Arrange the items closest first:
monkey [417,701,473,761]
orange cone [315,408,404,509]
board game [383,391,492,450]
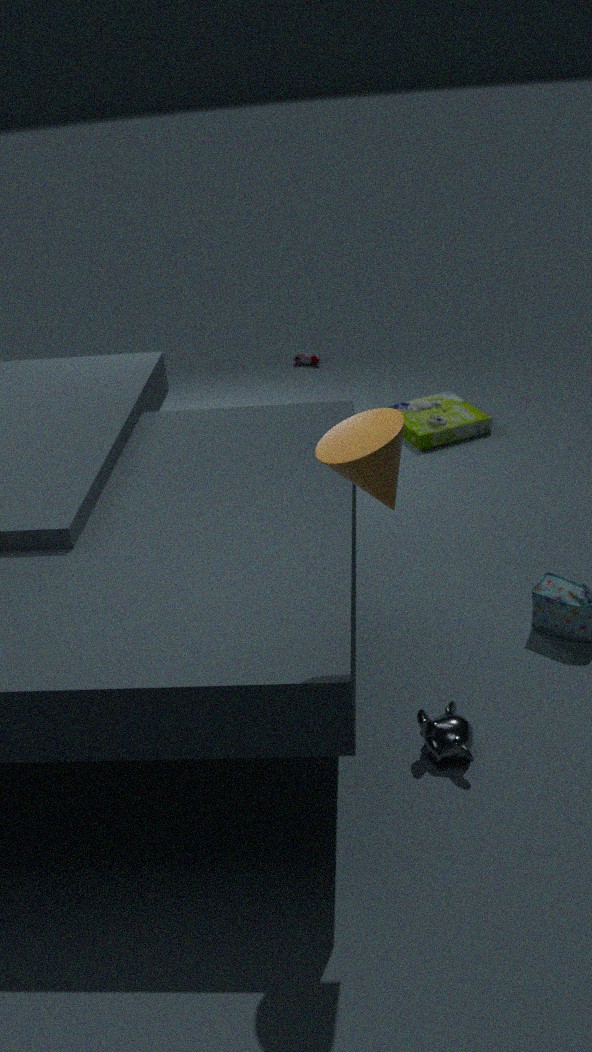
orange cone [315,408,404,509], monkey [417,701,473,761], board game [383,391,492,450]
